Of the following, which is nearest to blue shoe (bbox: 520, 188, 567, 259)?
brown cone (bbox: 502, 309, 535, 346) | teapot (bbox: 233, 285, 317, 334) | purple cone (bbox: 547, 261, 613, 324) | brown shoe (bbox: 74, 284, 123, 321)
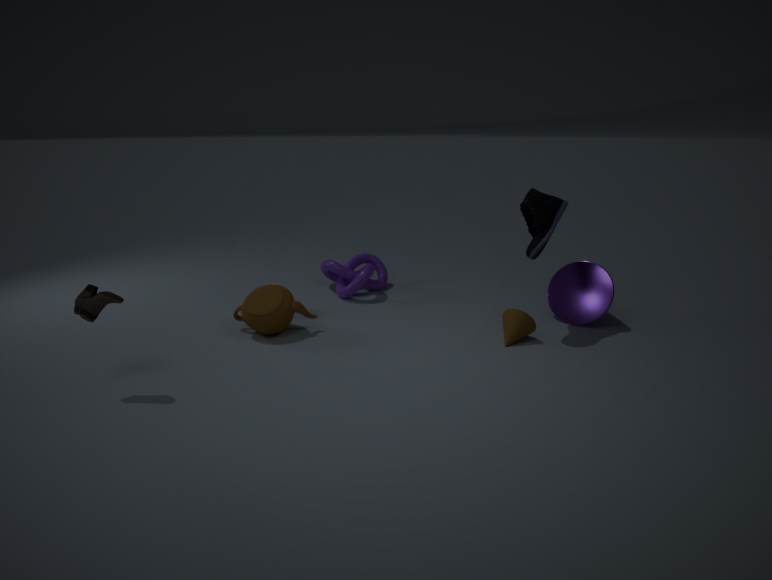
brown cone (bbox: 502, 309, 535, 346)
